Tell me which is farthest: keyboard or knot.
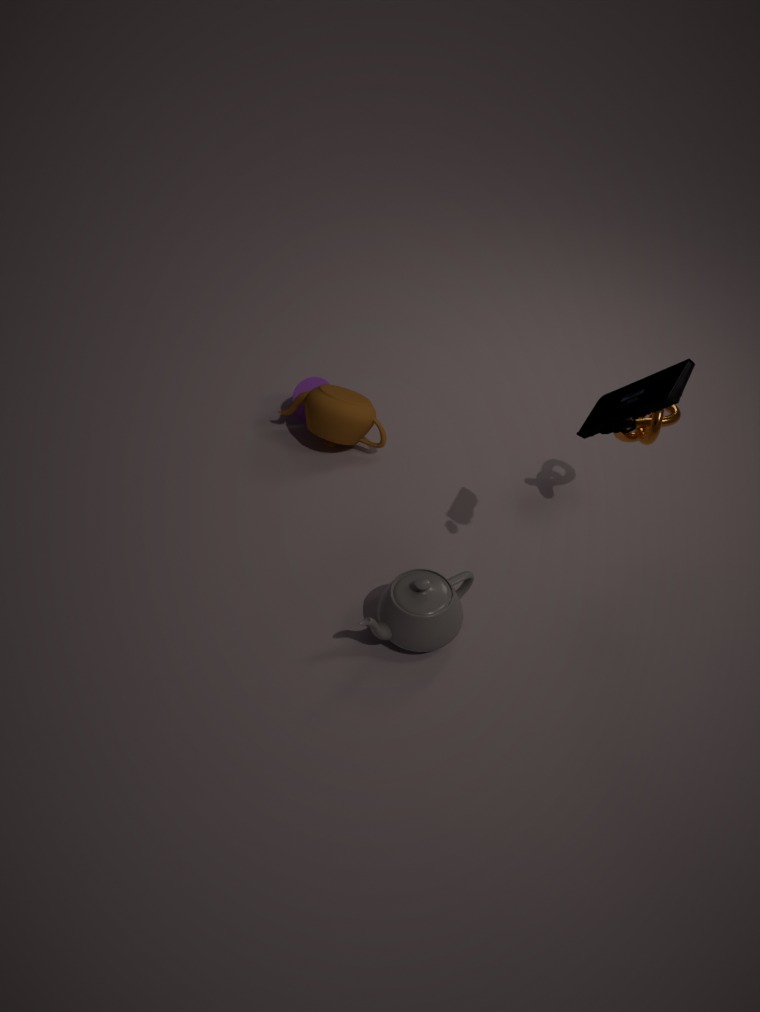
knot
